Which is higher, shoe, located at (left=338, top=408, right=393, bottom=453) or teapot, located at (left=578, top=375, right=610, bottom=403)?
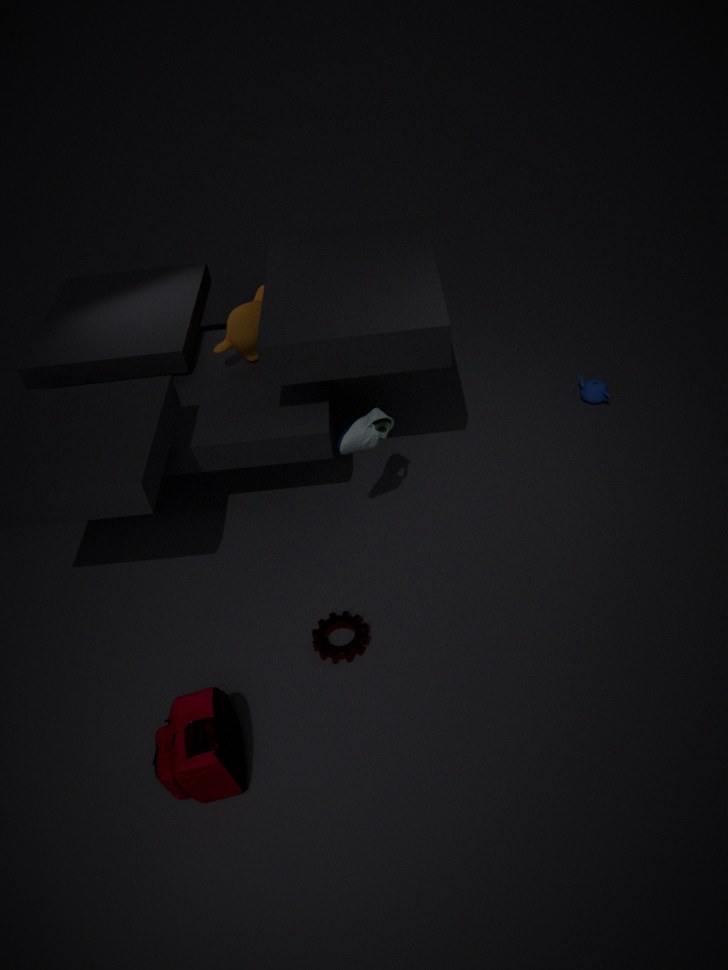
shoe, located at (left=338, top=408, right=393, bottom=453)
